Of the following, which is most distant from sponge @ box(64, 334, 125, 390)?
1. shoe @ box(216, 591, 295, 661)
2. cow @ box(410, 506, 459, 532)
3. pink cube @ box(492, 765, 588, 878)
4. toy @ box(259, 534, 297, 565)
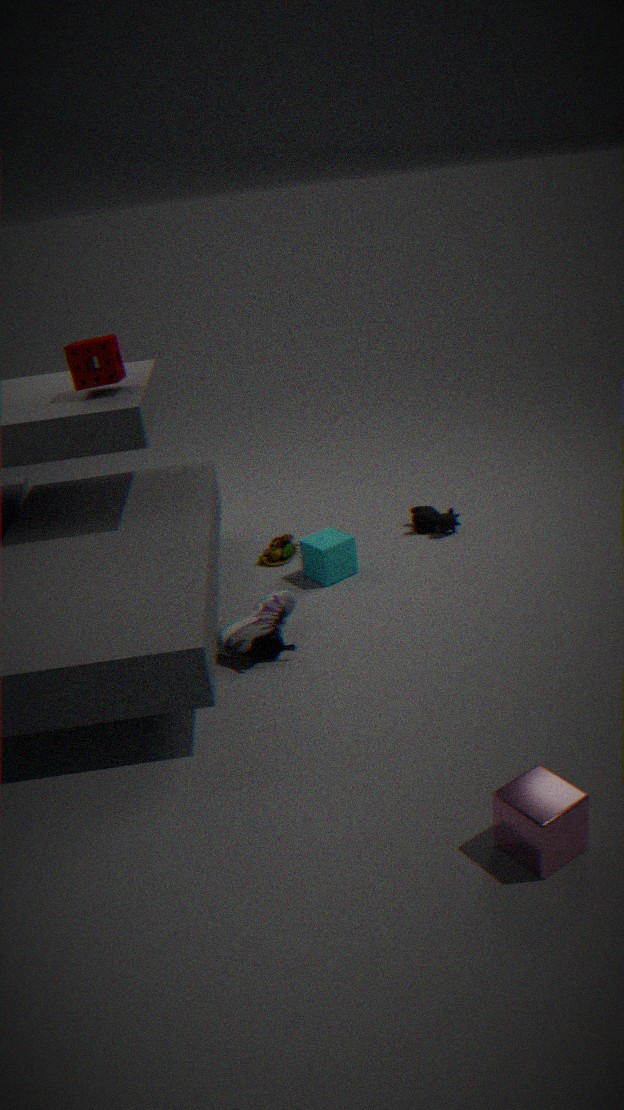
pink cube @ box(492, 765, 588, 878)
